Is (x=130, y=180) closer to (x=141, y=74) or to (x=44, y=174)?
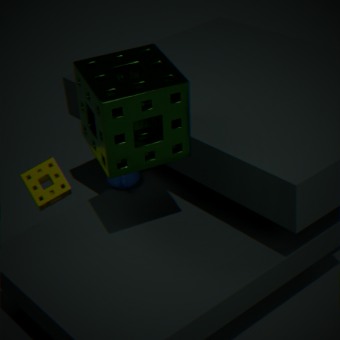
(x=44, y=174)
